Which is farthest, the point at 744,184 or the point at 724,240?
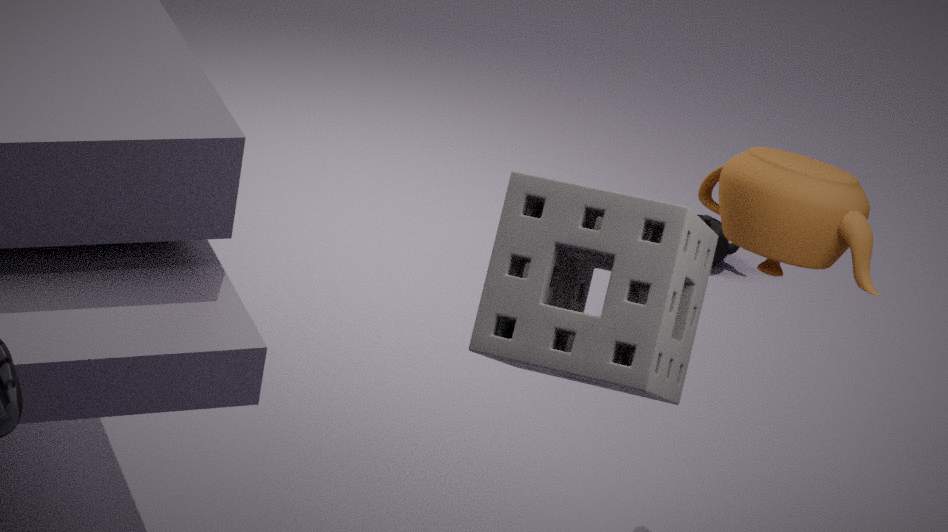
the point at 724,240
